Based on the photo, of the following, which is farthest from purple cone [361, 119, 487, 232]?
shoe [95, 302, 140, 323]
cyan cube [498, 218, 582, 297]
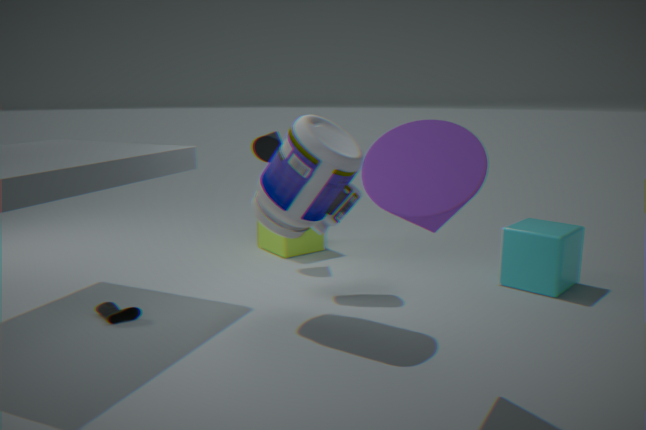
shoe [95, 302, 140, 323]
